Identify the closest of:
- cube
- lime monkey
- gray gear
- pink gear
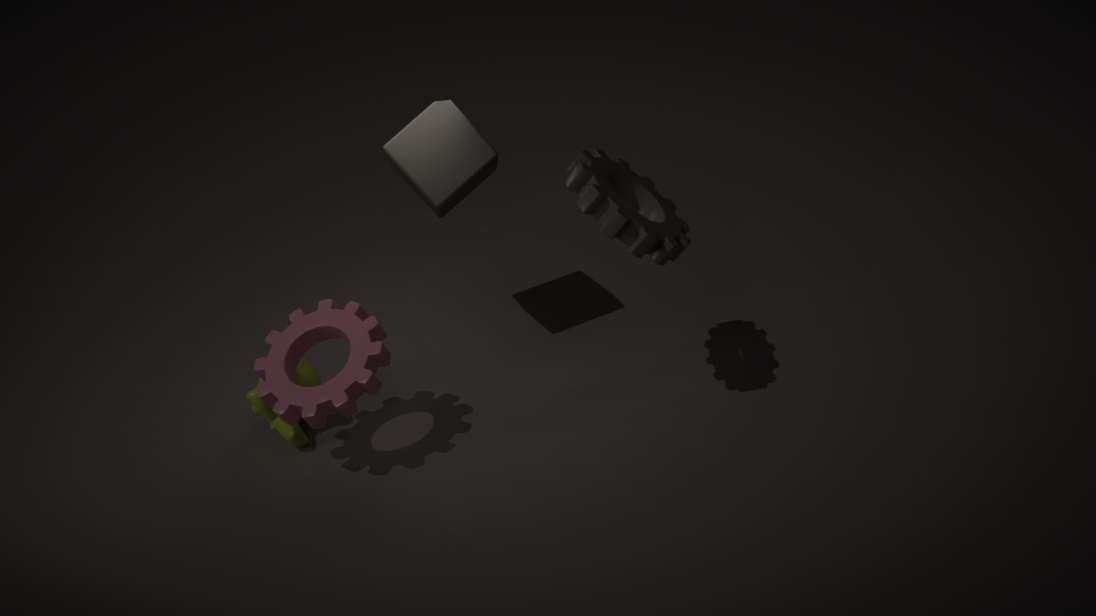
gray gear
